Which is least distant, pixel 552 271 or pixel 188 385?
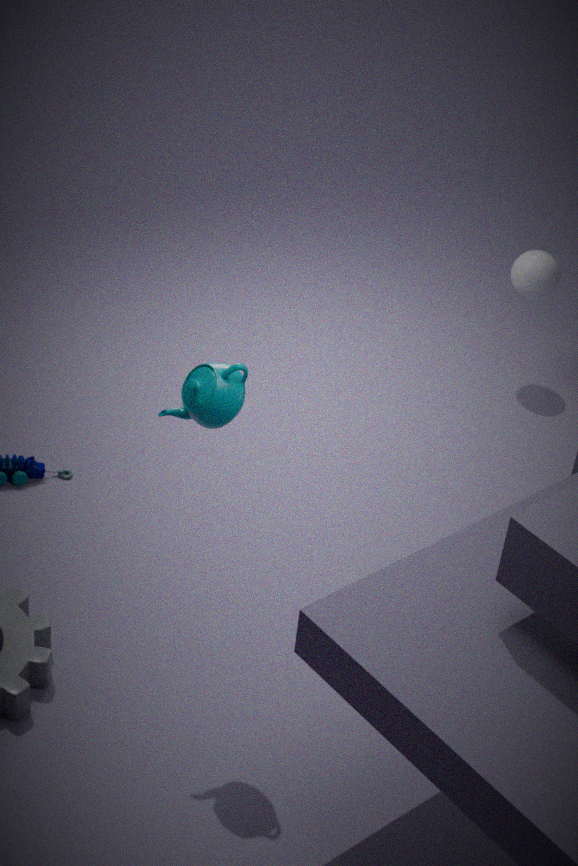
pixel 188 385
